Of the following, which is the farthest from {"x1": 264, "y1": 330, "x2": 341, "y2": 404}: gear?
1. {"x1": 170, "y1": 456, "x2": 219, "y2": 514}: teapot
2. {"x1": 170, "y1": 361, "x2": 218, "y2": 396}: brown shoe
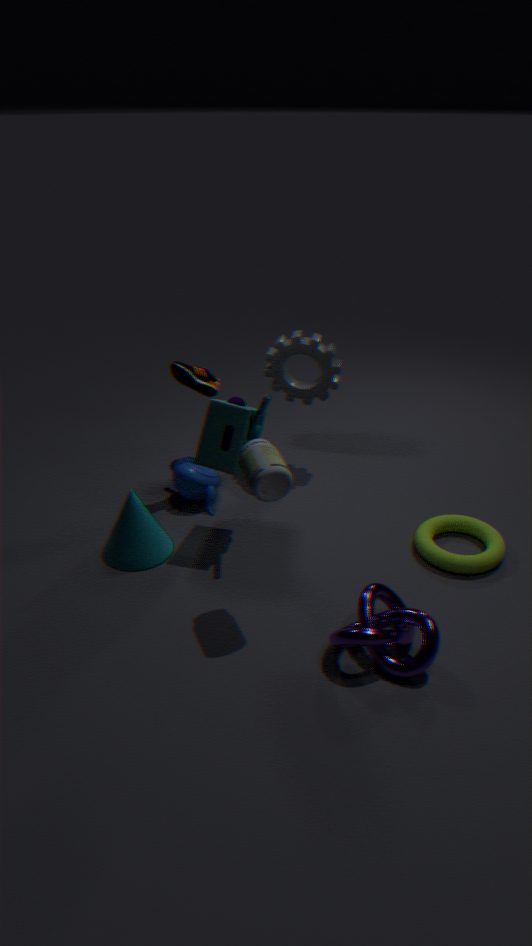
{"x1": 170, "y1": 456, "x2": 219, "y2": 514}: teapot
